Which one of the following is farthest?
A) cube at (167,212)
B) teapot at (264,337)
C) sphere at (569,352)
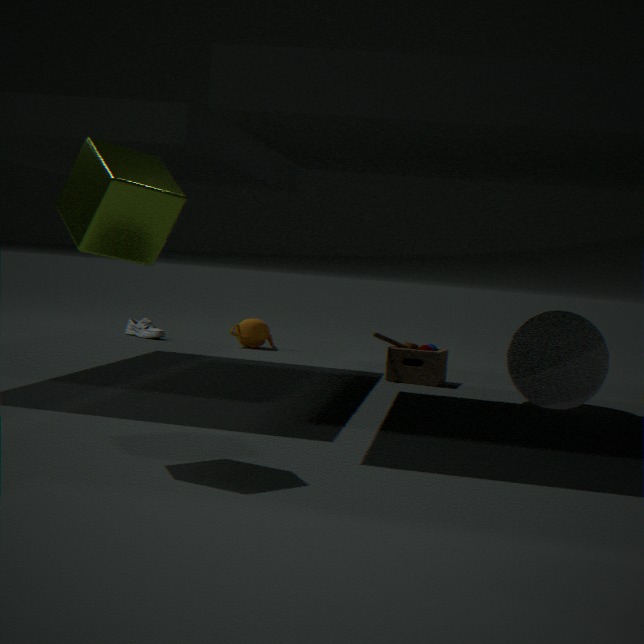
teapot at (264,337)
